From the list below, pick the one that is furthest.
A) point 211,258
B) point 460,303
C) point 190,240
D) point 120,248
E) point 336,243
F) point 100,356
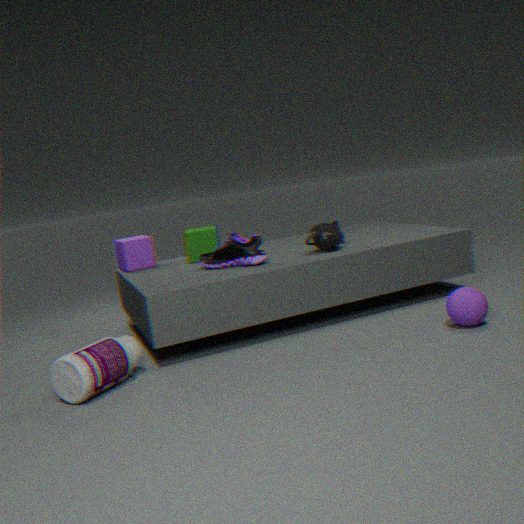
point 120,248
